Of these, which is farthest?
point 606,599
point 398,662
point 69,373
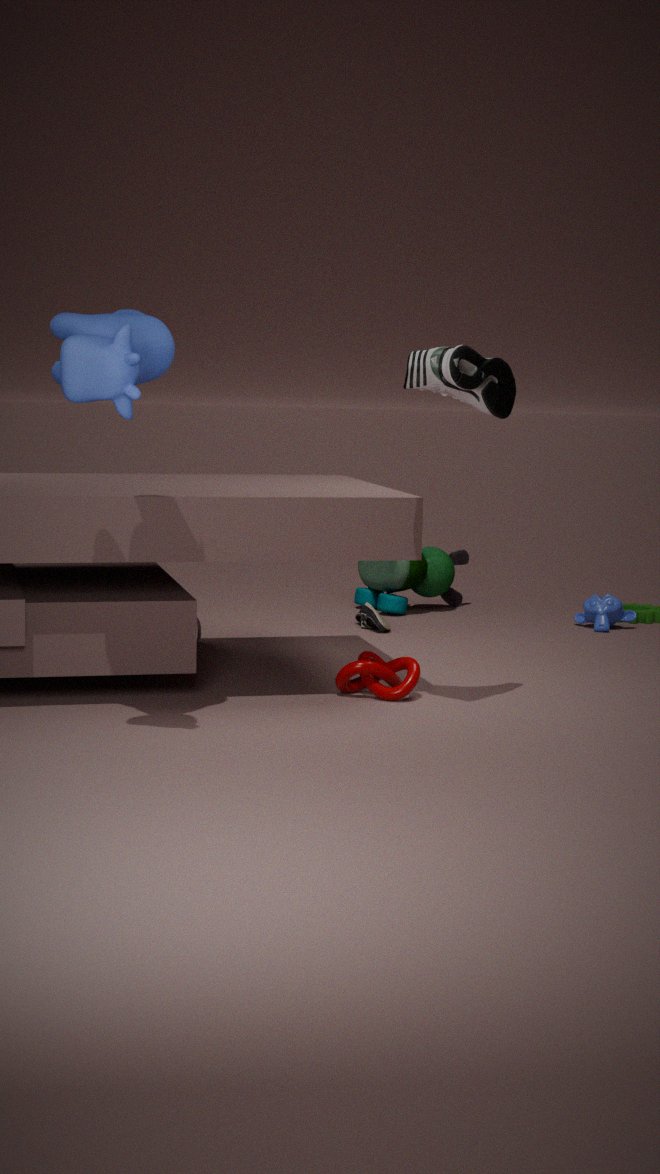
point 606,599
